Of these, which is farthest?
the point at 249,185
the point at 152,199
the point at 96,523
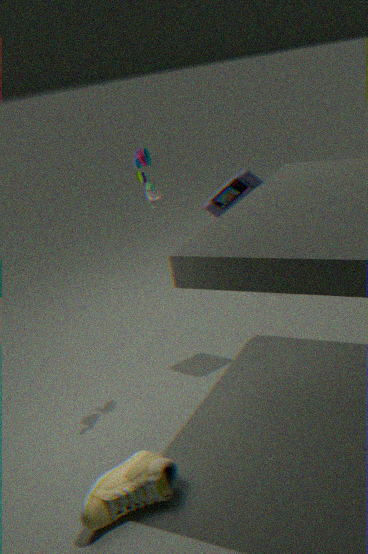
the point at 249,185
